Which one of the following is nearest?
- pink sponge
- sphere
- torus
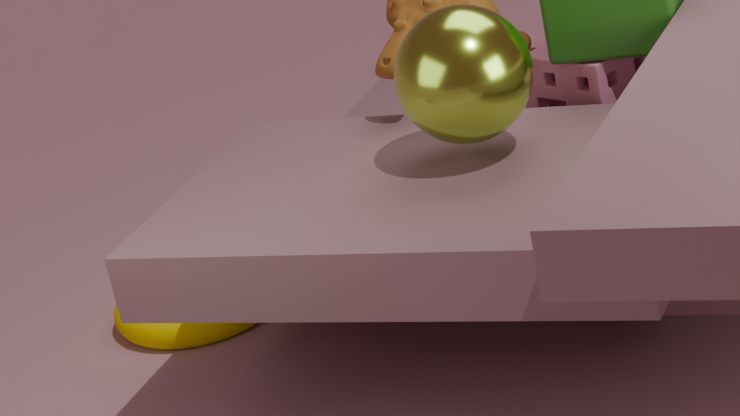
sphere
